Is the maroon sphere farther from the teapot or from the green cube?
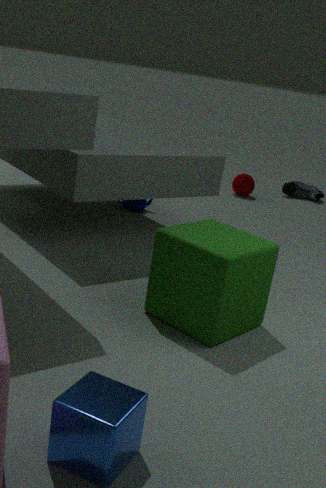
the green cube
